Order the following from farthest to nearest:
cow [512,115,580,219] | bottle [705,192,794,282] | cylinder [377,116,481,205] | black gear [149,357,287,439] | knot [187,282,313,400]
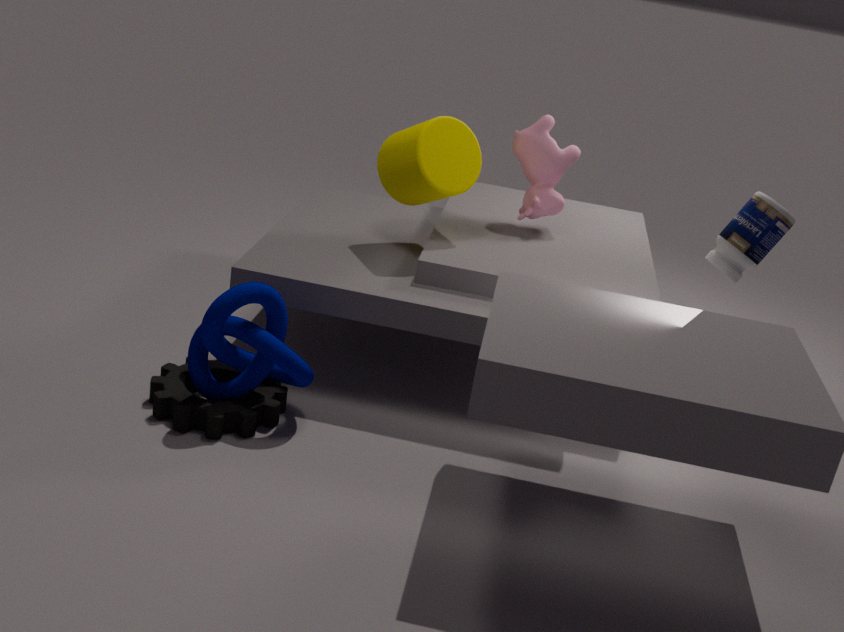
cow [512,115,580,219] → cylinder [377,116,481,205] → bottle [705,192,794,282] → black gear [149,357,287,439] → knot [187,282,313,400]
